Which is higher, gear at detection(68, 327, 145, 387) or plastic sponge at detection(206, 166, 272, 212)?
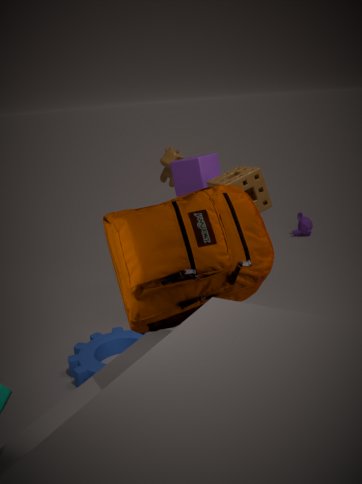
plastic sponge at detection(206, 166, 272, 212)
